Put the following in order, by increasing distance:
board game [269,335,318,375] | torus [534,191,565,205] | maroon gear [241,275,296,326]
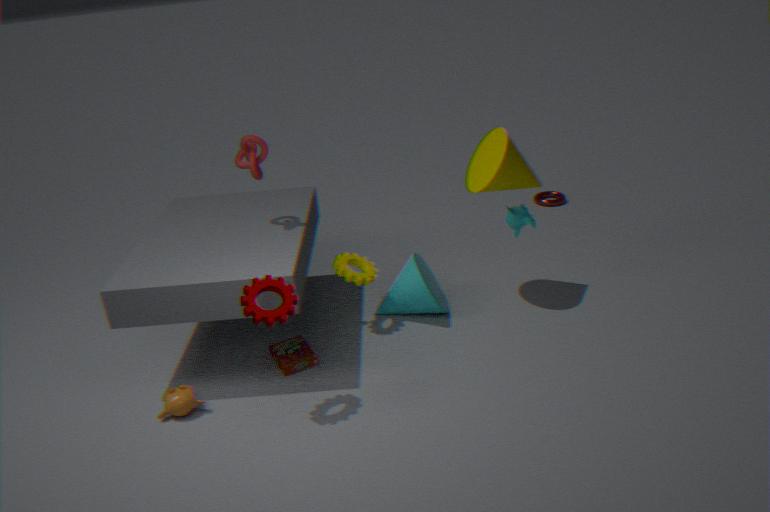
maroon gear [241,275,296,326], board game [269,335,318,375], torus [534,191,565,205]
